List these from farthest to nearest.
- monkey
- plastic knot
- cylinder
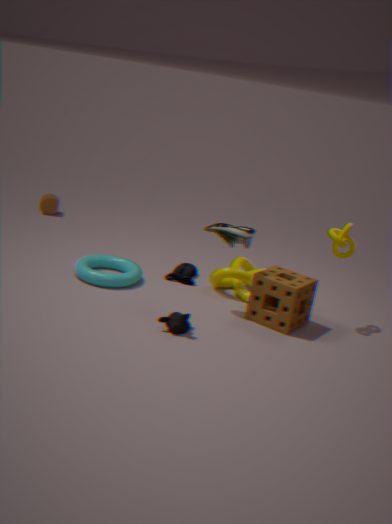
cylinder
plastic knot
monkey
